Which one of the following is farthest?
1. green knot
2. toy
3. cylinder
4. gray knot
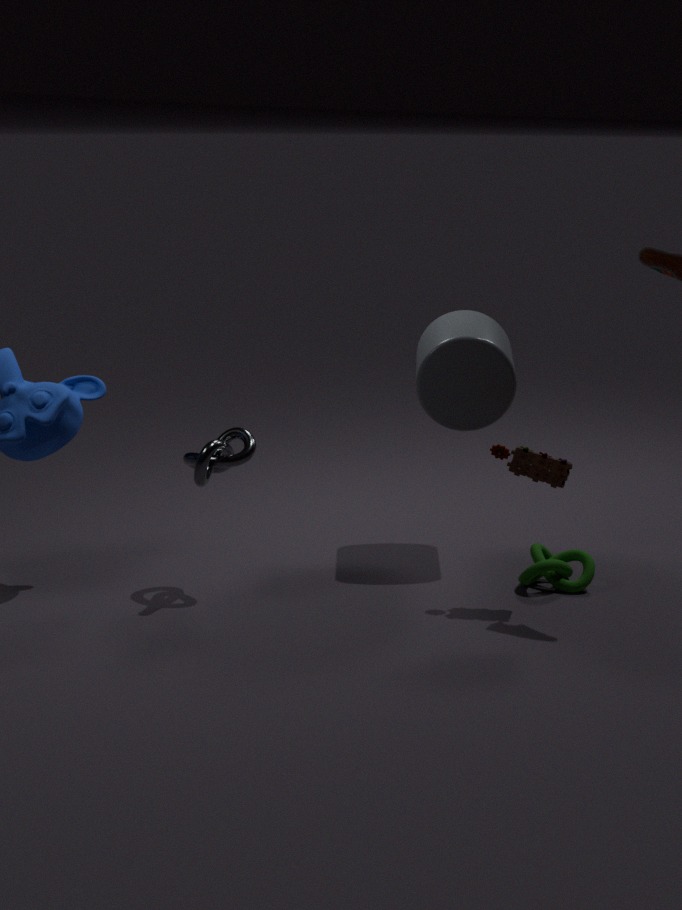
cylinder
